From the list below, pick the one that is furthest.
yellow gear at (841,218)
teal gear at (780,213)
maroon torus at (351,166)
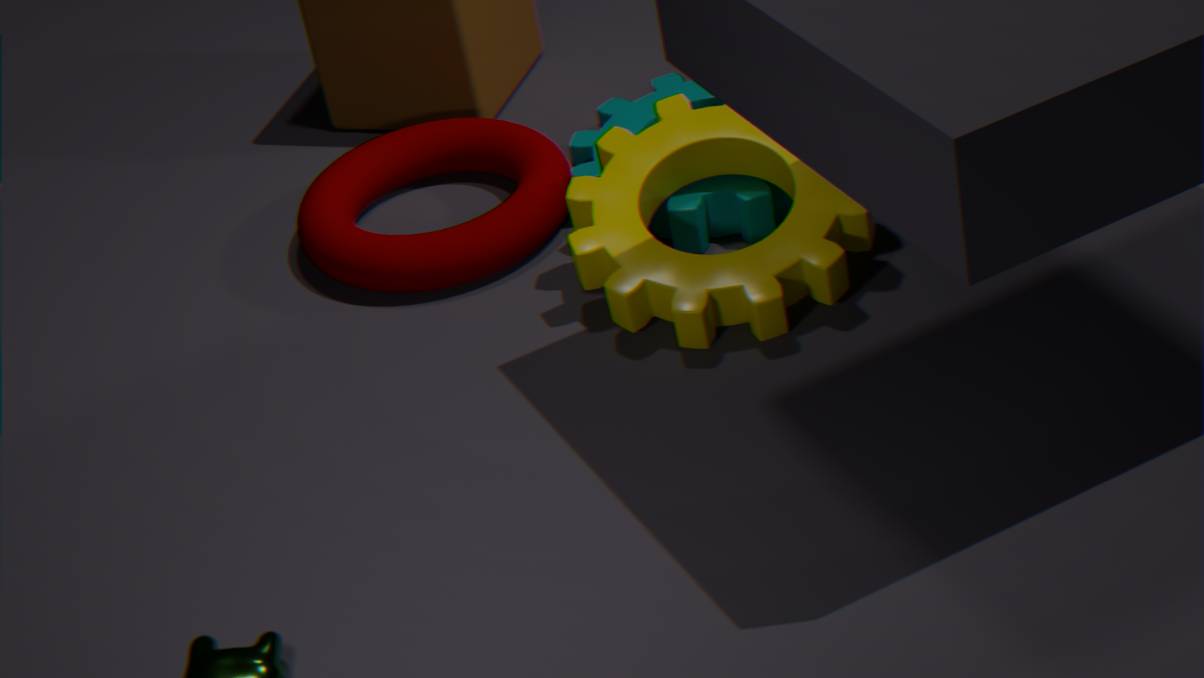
maroon torus at (351,166)
